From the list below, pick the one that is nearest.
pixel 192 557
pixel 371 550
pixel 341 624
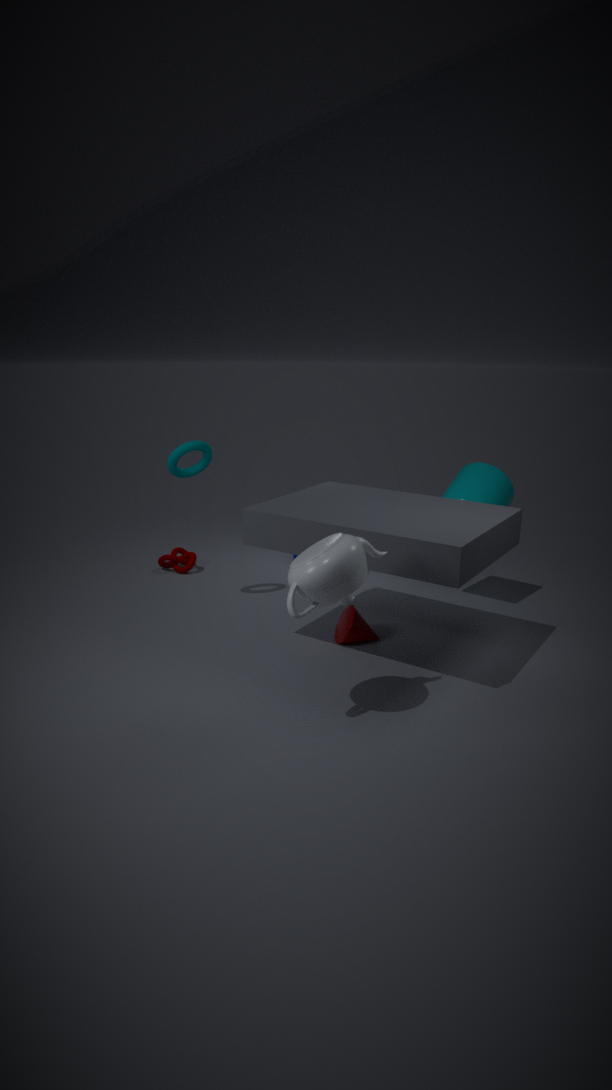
pixel 371 550
